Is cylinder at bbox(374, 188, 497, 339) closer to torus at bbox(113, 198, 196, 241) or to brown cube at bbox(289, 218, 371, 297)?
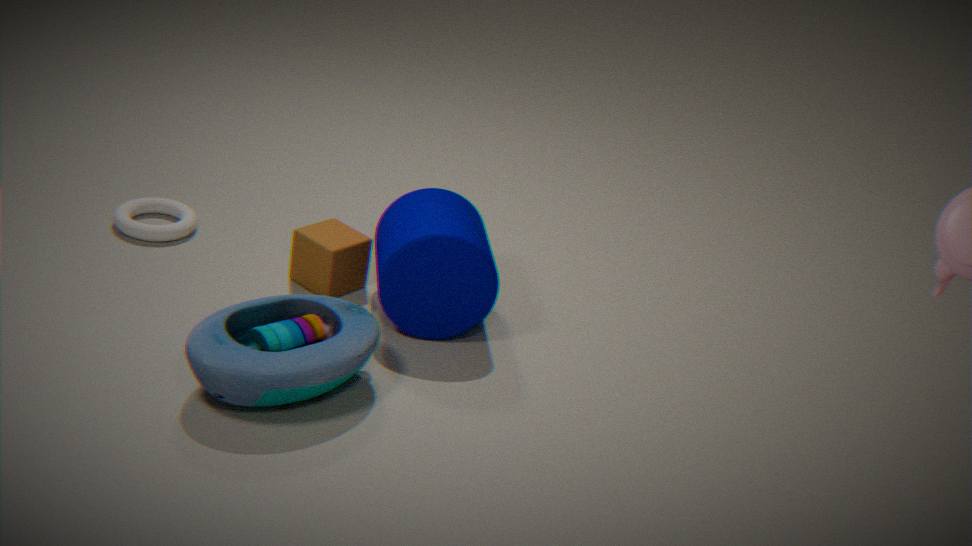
brown cube at bbox(289, 218, 371, 297)
